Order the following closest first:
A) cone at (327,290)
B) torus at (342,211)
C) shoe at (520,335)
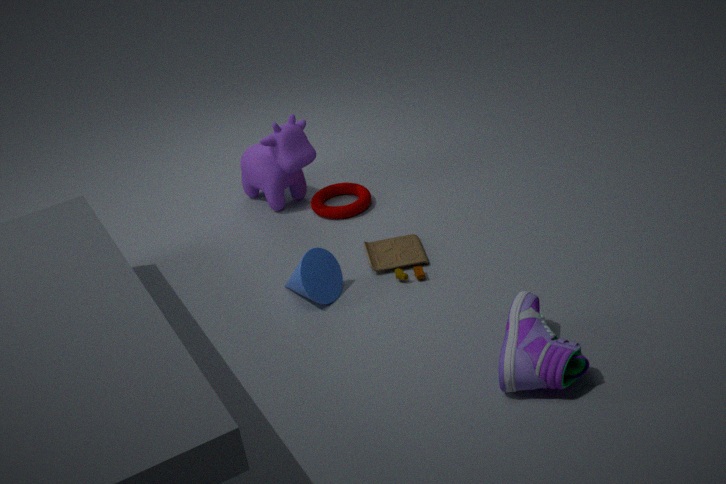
1. shoe at (520,335)
2. cone at (327,290)
3. torus at (342,211)
